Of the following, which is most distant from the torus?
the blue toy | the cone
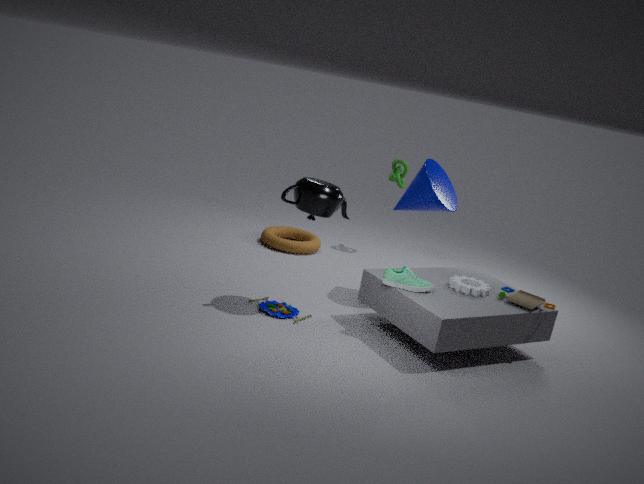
the blue toy
